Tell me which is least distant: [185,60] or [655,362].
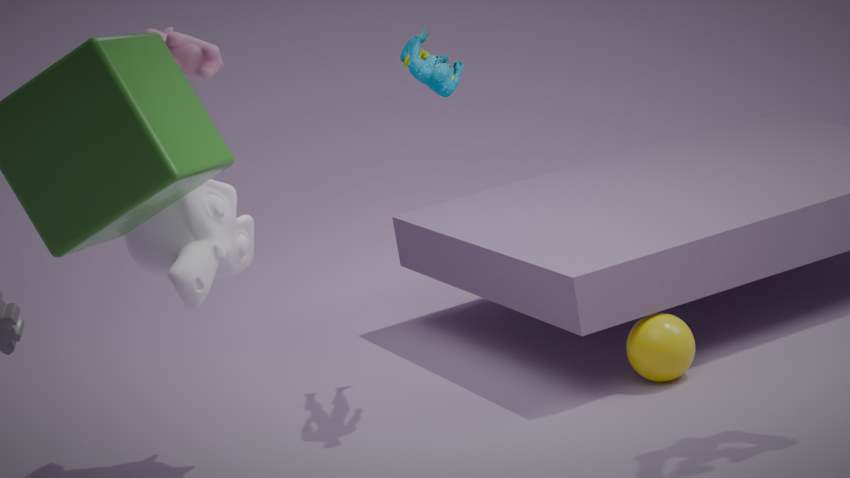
[185,60]
